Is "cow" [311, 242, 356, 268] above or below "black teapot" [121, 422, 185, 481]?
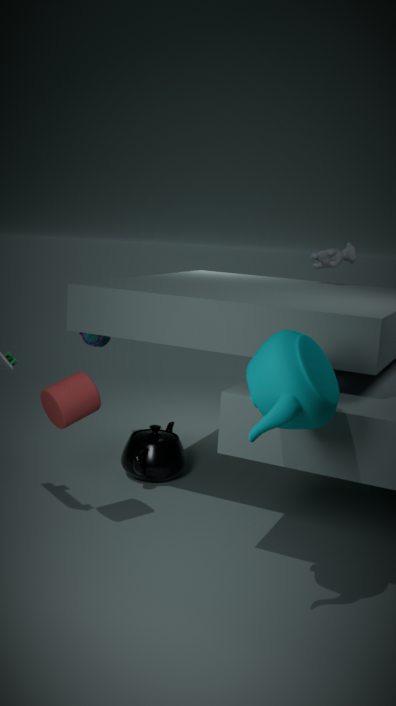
above
